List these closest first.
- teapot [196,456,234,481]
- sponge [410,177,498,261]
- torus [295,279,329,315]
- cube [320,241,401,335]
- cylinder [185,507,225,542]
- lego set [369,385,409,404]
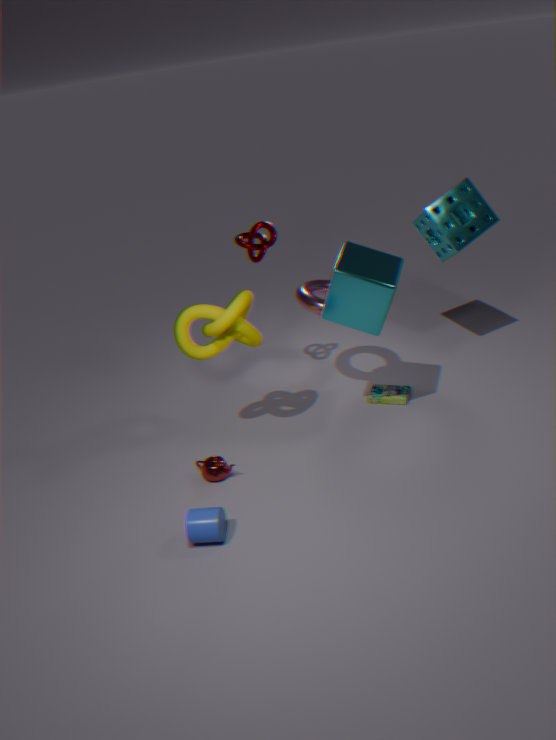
cylinder [185,507,225,542]
cube [320,241,401,335]
teapot [196,456,234,481]
torus [295,279,329,315]
sponge [410,177,498,261]
lego set [369,385,409,404]
